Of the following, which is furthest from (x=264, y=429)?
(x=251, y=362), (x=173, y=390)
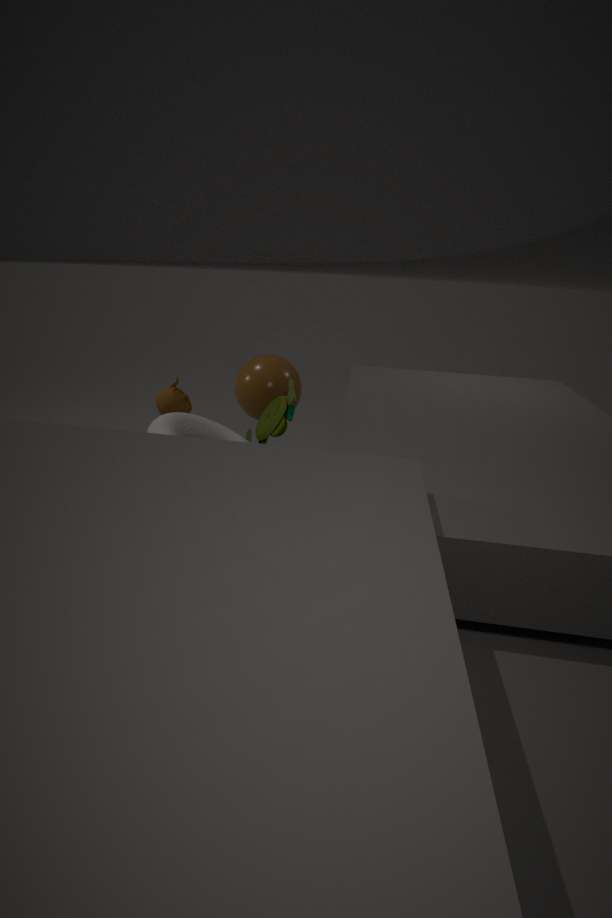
(x=173, y=390)
